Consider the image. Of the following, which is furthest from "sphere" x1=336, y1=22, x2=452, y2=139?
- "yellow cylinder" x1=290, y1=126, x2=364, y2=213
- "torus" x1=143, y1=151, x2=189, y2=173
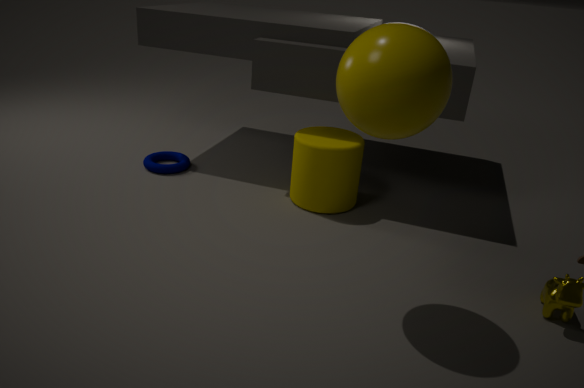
"torus" x1=143, y1=151, x2=189, y2=173
